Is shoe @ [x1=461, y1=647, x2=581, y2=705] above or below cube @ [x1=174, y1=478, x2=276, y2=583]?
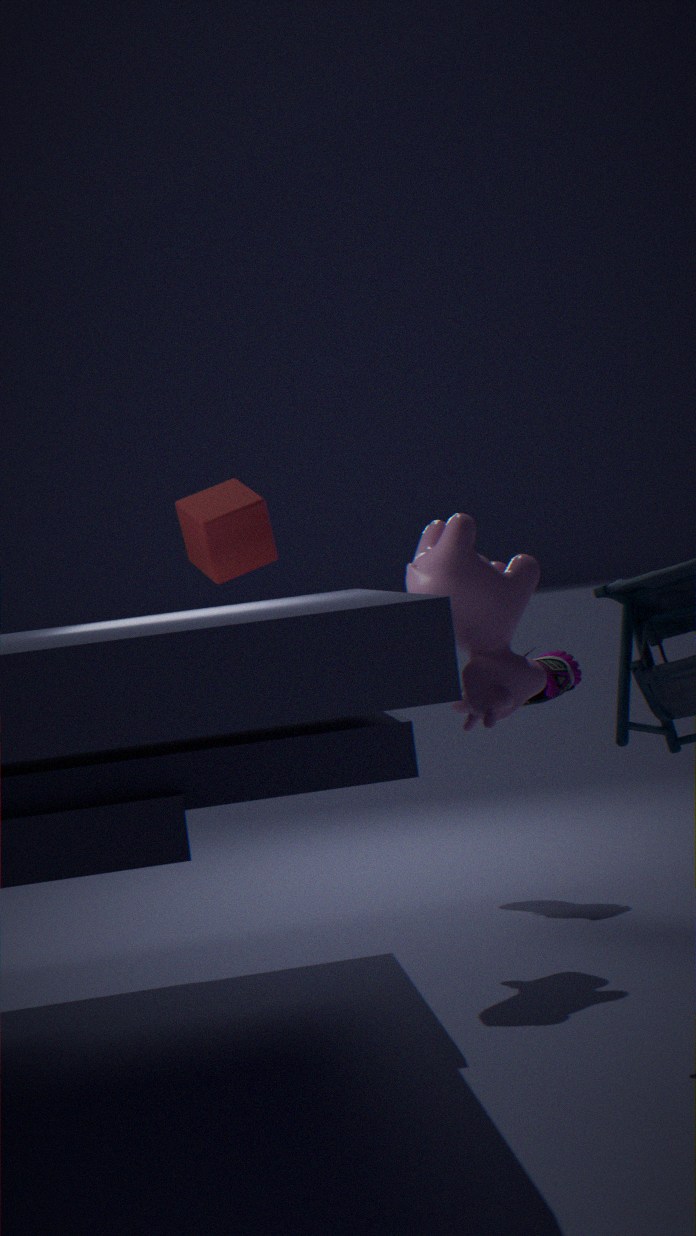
below
